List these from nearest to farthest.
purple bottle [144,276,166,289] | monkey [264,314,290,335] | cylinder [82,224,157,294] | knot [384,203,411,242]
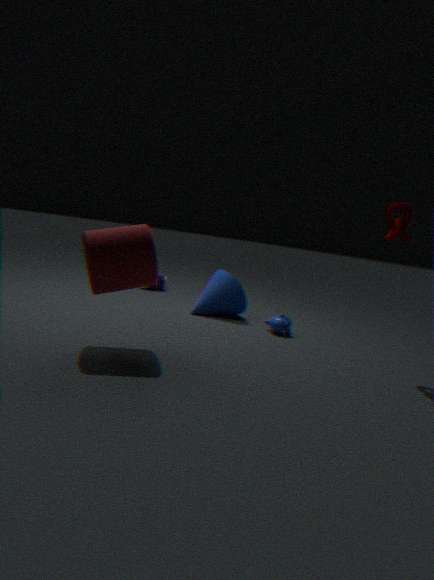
cylinder [82,224,157,294] → knot [384,203,411,242] → monkey [264,314,290,335] → purple bottle [144,276,166,289]
